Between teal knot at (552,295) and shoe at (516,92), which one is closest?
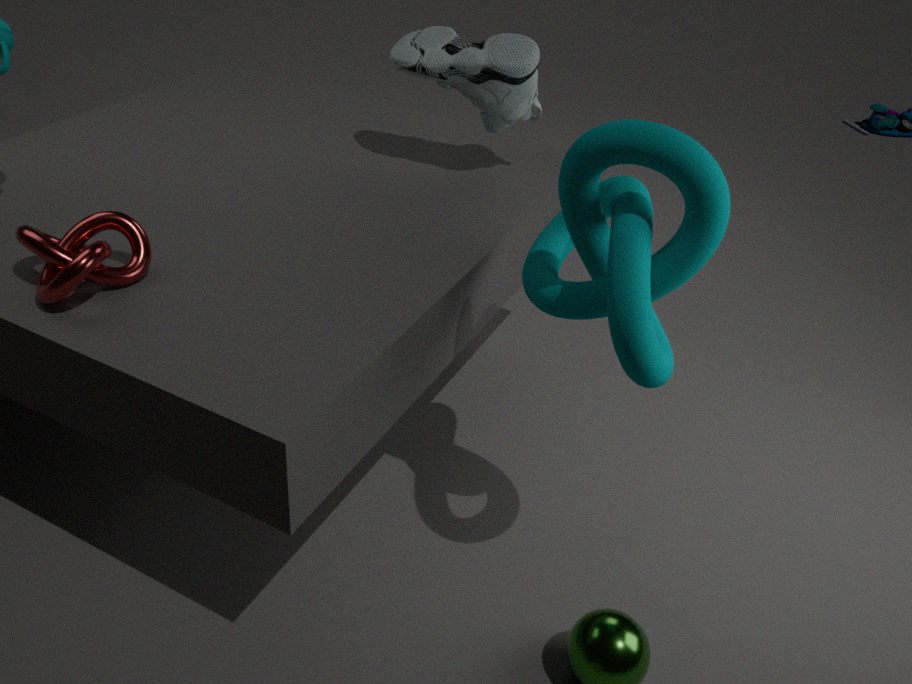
teal knot at (552,295)
